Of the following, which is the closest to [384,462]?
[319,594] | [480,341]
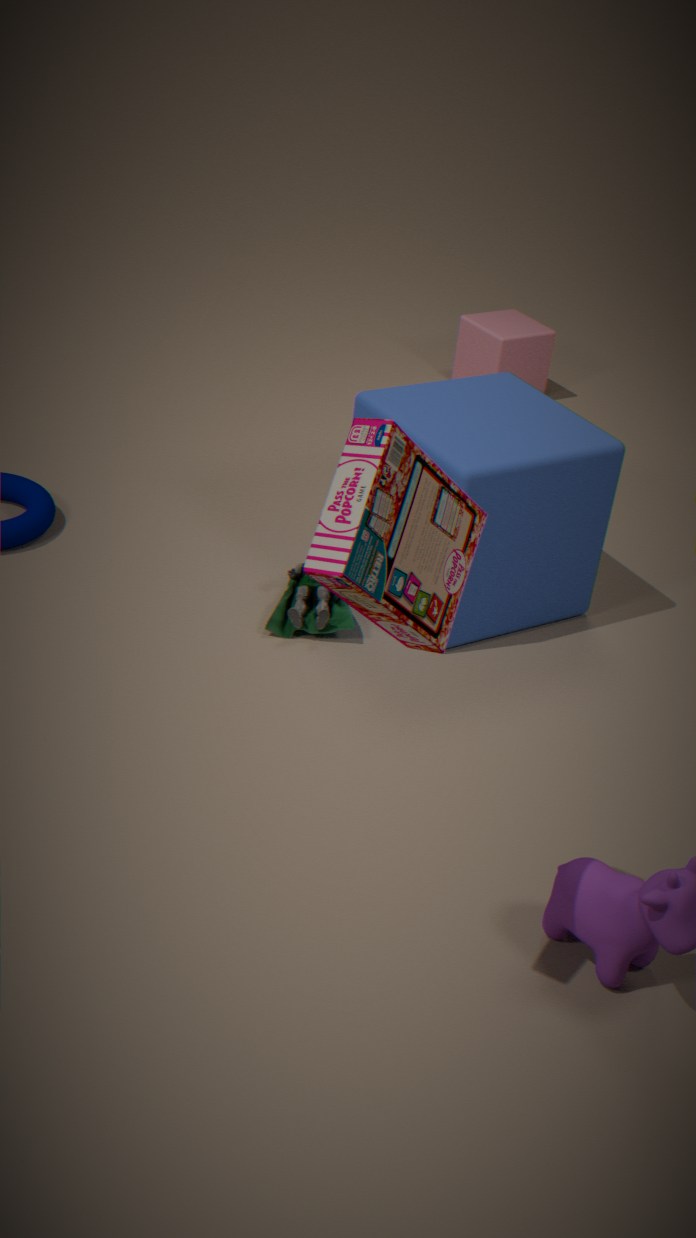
[319,594]
